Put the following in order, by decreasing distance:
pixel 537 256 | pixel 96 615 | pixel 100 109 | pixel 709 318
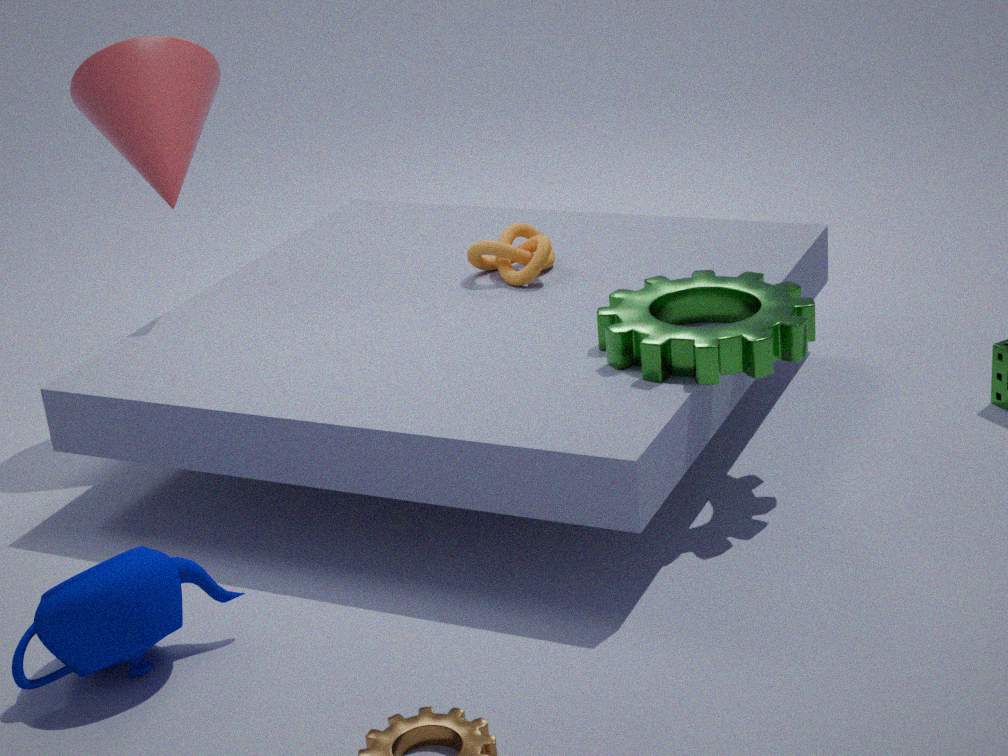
1. pixel 537 256
2. pixel 100 109
3. pixel 709 318
4. pixel 96 615
